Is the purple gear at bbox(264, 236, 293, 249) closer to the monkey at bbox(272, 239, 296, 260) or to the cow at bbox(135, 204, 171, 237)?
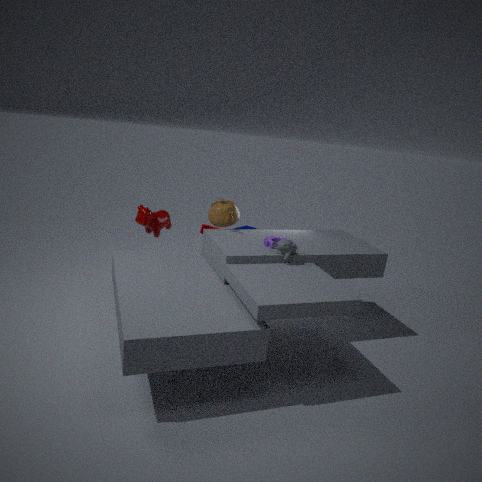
the monkey at bbox(272, 239, 296, 260)
